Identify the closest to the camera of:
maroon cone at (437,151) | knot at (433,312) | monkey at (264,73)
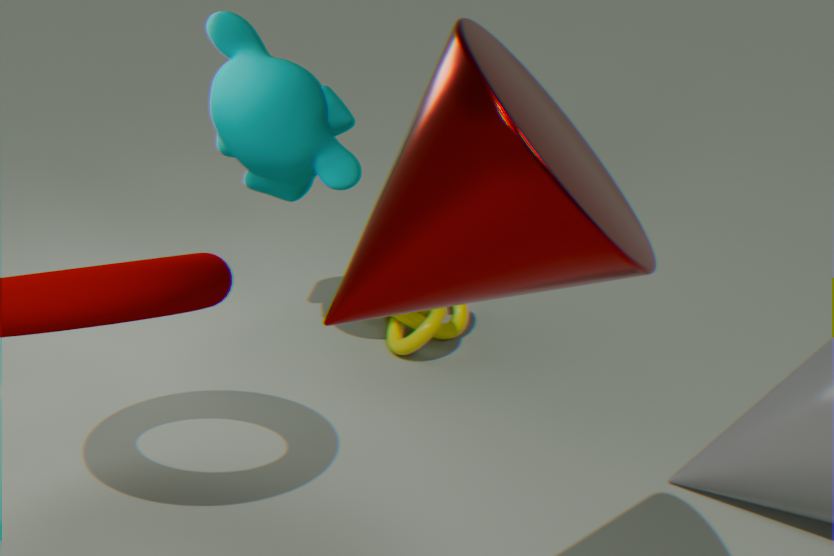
maroon cone at (437,151)
